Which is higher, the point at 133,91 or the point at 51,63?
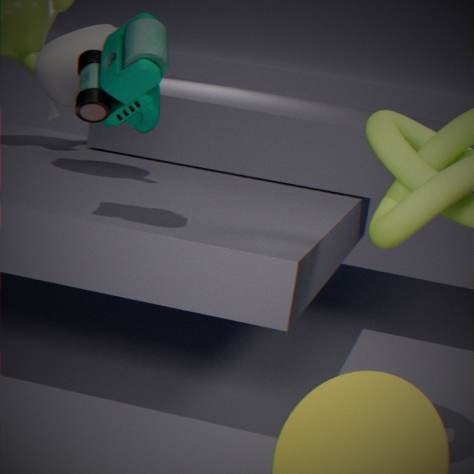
the point at 133,91
